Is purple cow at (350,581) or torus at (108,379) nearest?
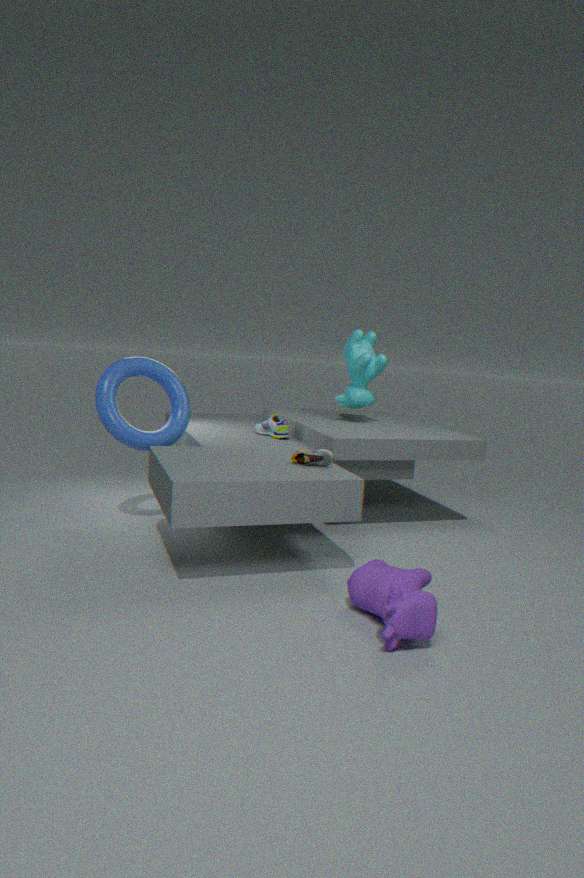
purple cow at (350,581)
